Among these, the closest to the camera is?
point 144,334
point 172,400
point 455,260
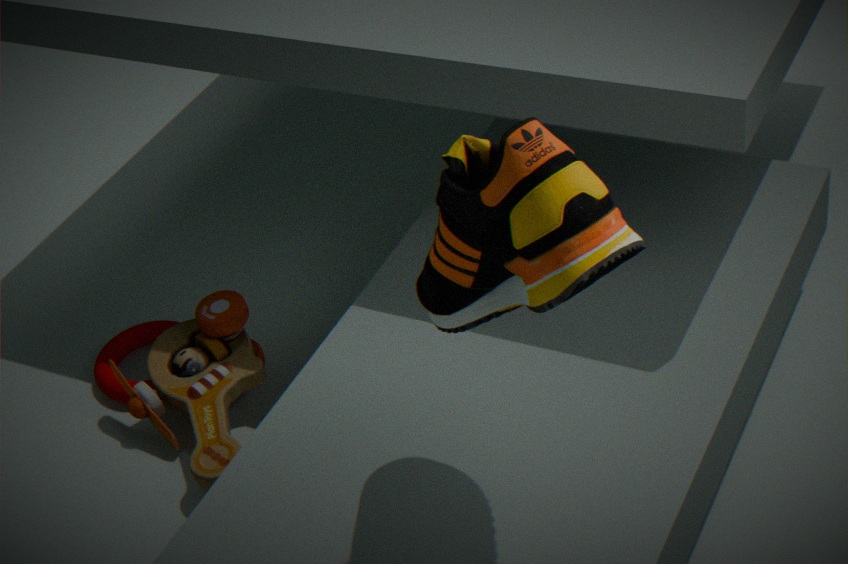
point 455,260
